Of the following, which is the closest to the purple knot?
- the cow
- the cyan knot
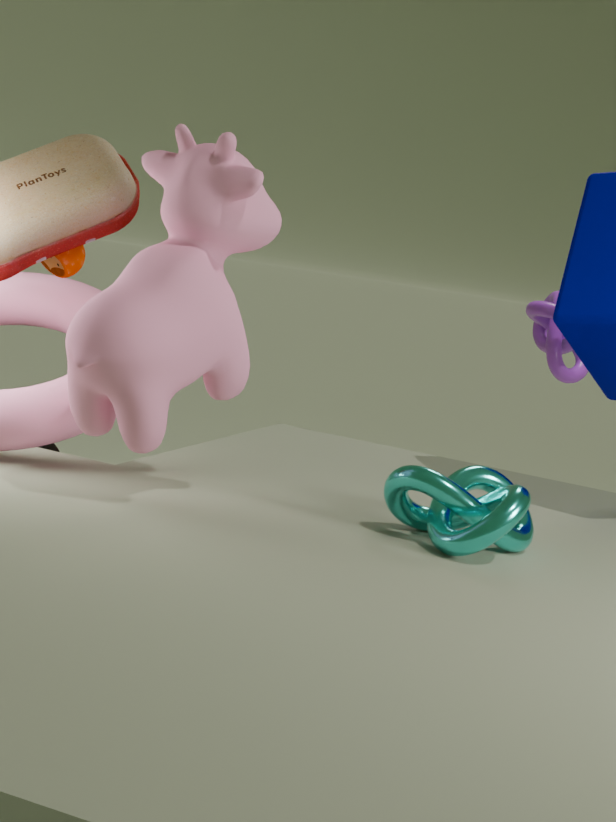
the cyan knot
